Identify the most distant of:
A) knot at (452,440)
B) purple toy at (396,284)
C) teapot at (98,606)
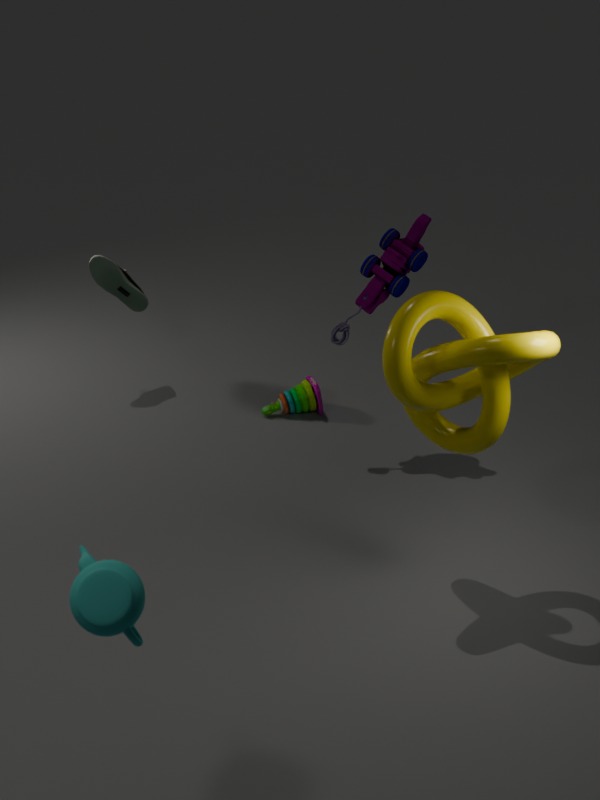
purple toy at (396,284)
